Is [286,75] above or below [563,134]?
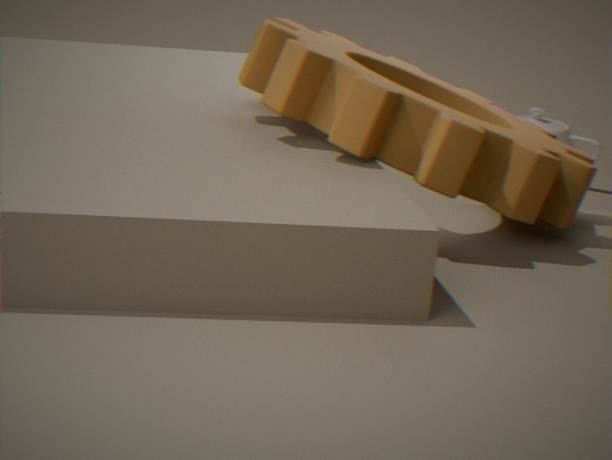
above
